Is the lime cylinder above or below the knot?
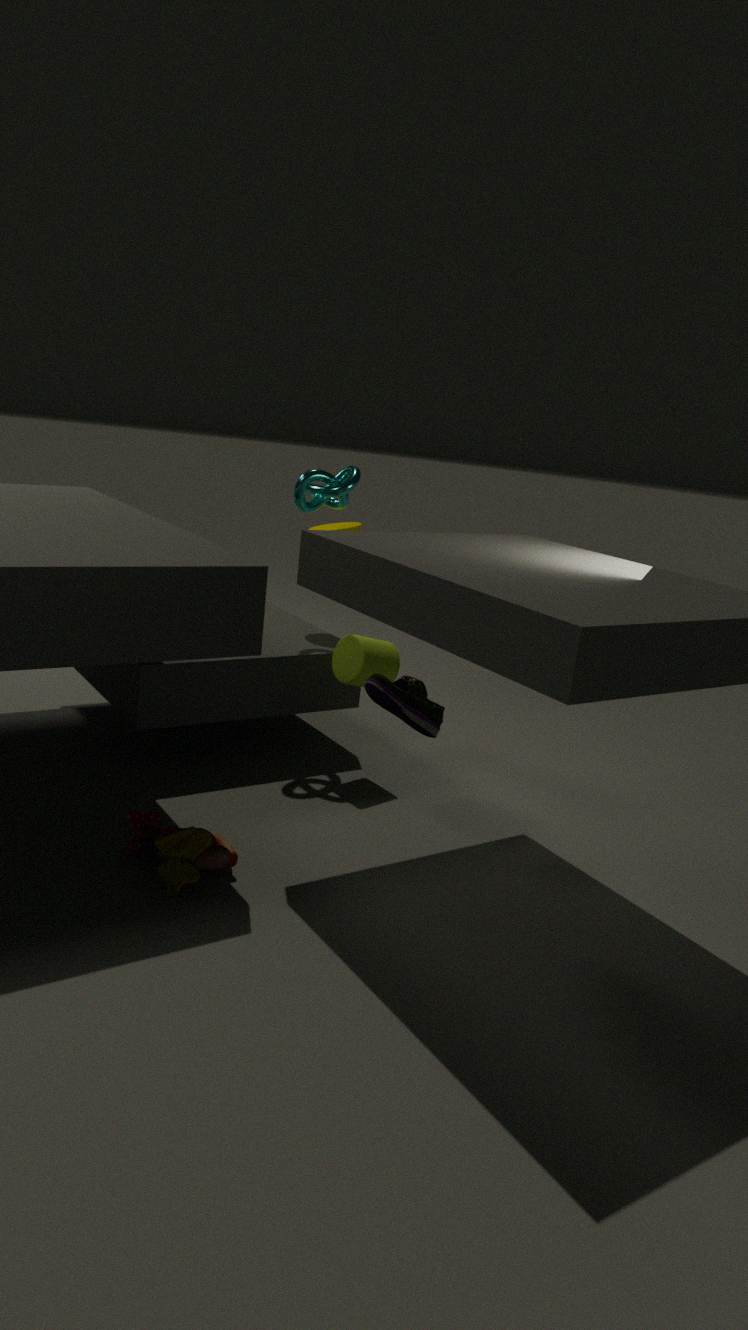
below
